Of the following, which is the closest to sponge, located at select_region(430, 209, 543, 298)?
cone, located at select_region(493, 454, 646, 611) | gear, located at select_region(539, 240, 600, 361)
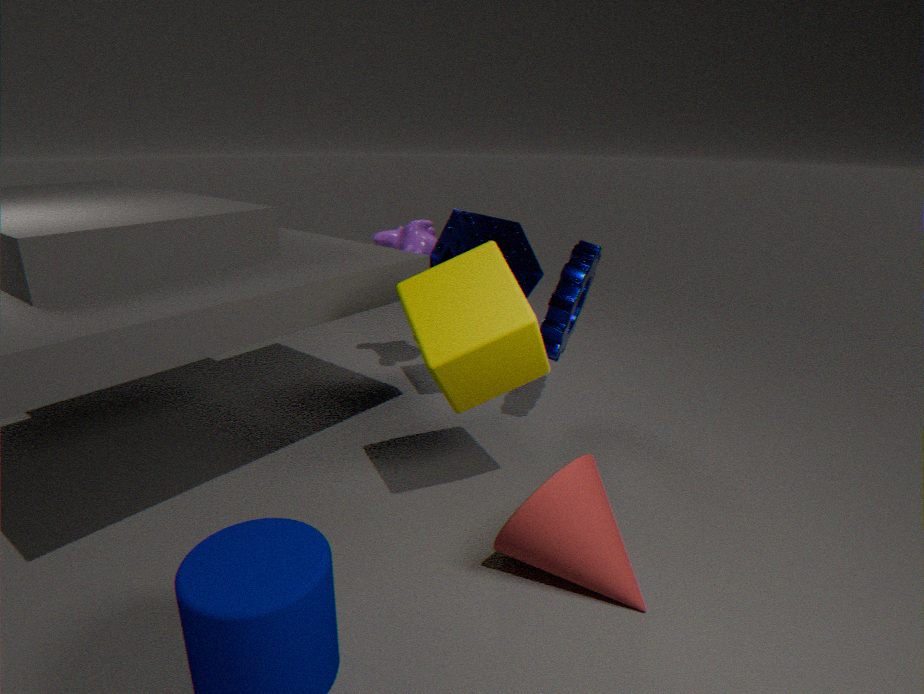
gear, located at select_region(539, 240, 600, 361)
